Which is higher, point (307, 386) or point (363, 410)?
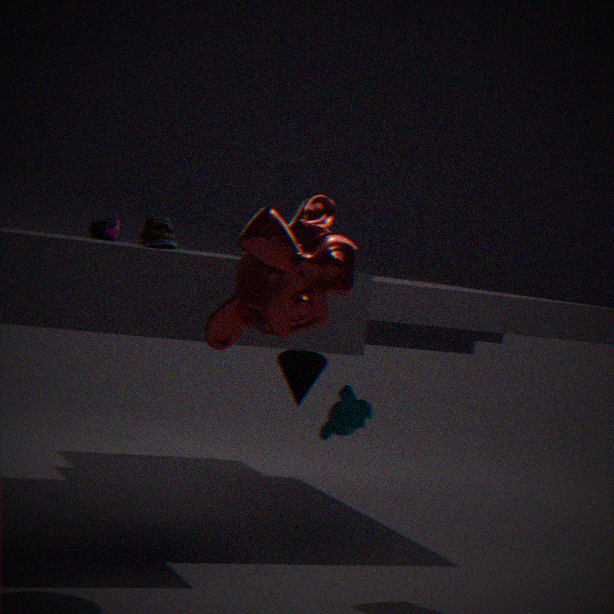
point (307, 386)
